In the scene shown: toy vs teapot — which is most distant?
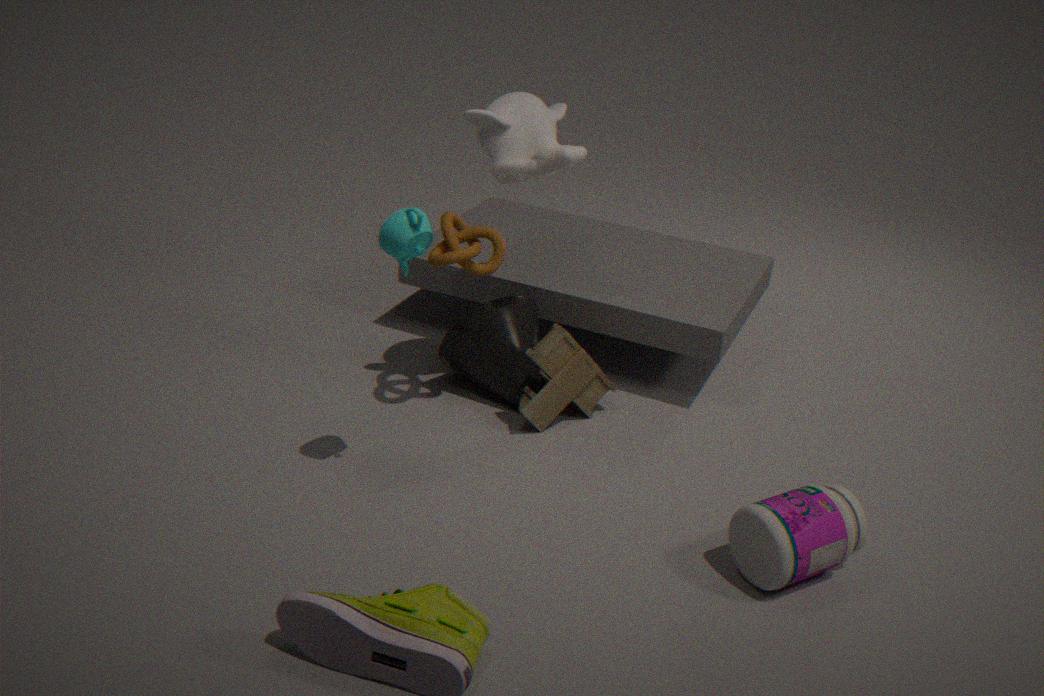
toy
